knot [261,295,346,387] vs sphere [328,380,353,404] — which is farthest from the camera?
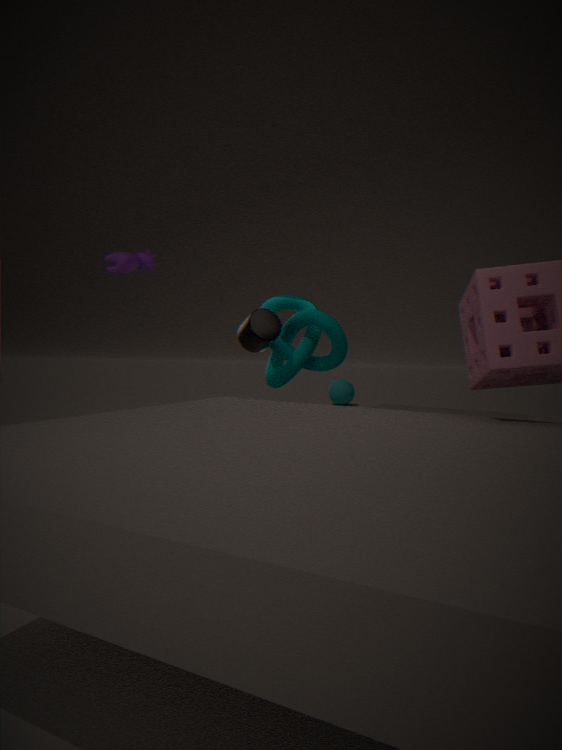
sphere [328,380,353,404]
